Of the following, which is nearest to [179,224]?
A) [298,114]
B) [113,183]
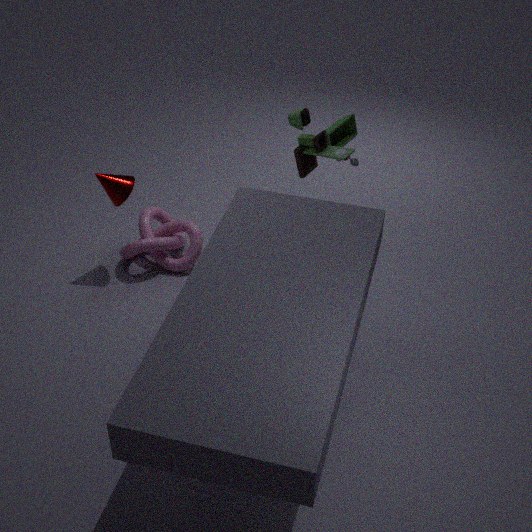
[113,183]
